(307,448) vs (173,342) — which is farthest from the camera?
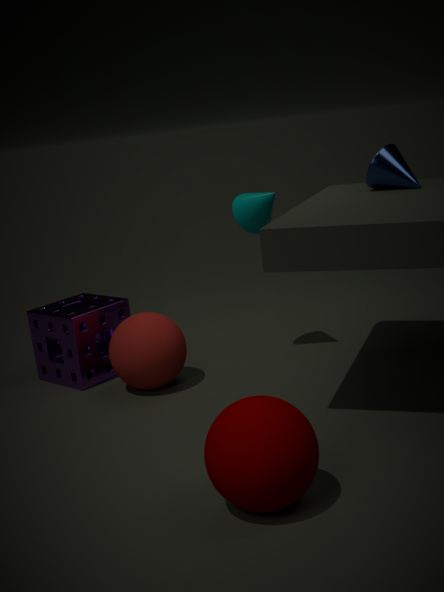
(173,342)
